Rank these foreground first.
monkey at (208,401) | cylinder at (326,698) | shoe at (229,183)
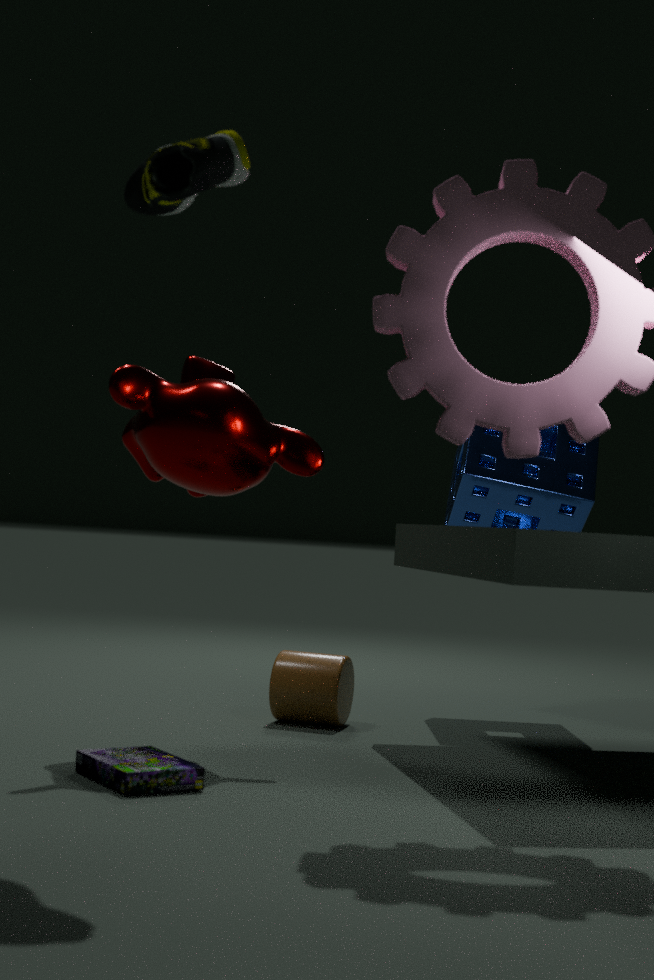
shoe at (229,183)
monkey at (208,401)
cylinder at (326,698)
